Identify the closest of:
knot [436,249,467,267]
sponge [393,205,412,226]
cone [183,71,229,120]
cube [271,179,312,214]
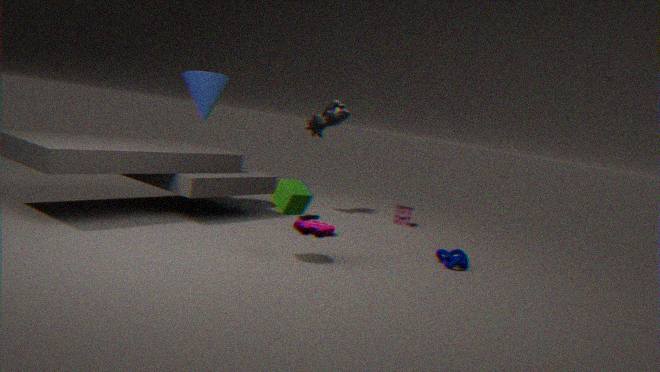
cube [271,179,312,214]
